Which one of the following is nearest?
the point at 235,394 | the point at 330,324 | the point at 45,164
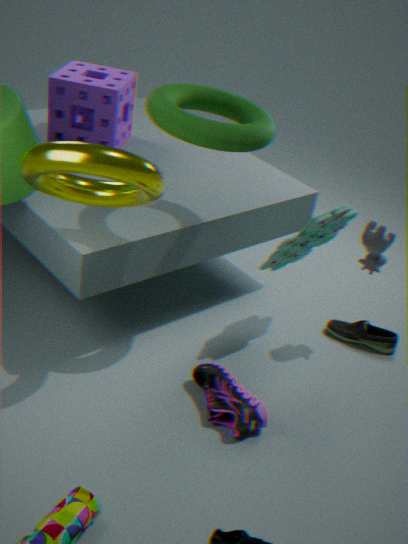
the point at 45,164
